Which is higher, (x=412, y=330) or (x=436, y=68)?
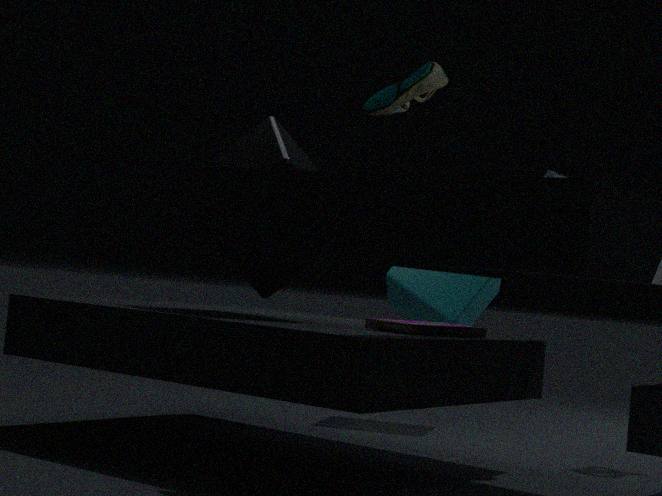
(x=436, y=68)
